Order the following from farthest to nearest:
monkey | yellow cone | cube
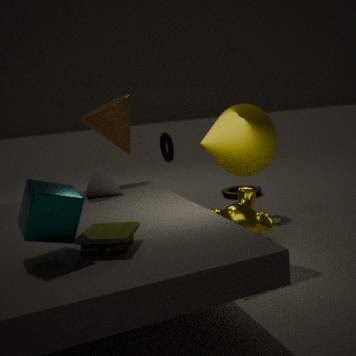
monkey, yellow cone, cube
